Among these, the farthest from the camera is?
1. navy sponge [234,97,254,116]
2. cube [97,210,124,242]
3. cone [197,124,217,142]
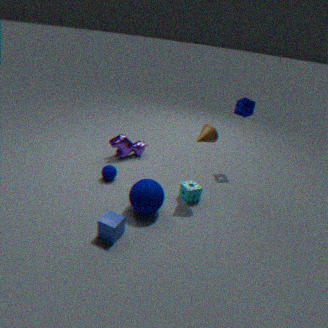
navy sponge [234,97,254,116]
